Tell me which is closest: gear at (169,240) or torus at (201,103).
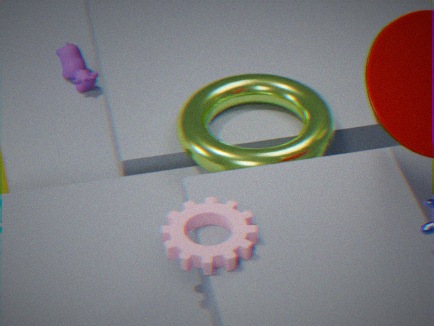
gear at (169,240)
